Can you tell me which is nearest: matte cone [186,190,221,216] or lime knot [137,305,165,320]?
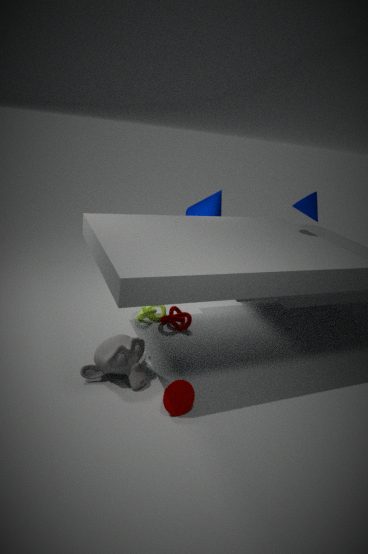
lime knot [137,305,165,320]
